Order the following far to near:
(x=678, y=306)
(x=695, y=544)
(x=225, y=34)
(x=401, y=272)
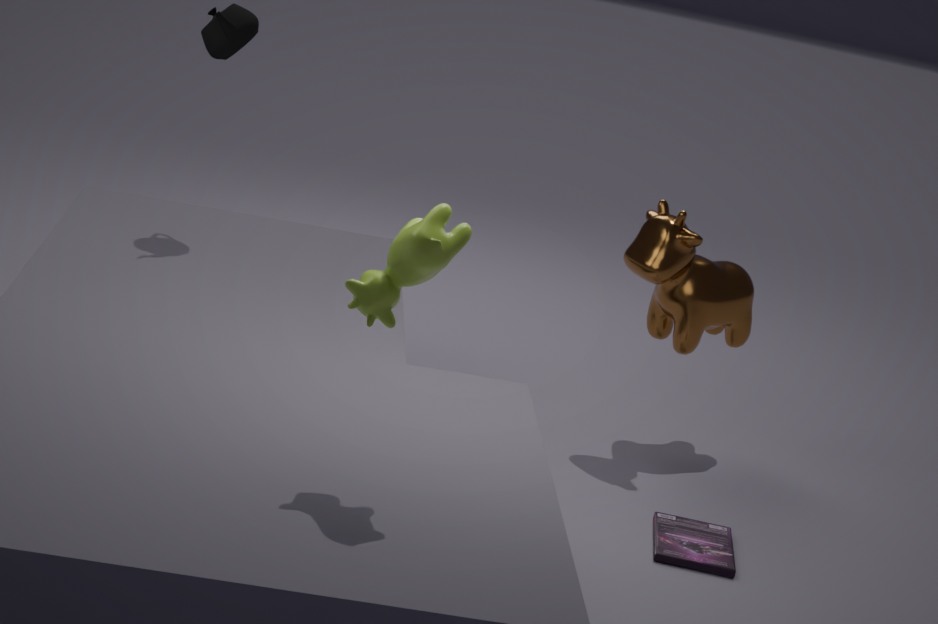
(x=678, y=306) < (x=225, y=34) < (x=695, y=544) < (x=401, y=272)
